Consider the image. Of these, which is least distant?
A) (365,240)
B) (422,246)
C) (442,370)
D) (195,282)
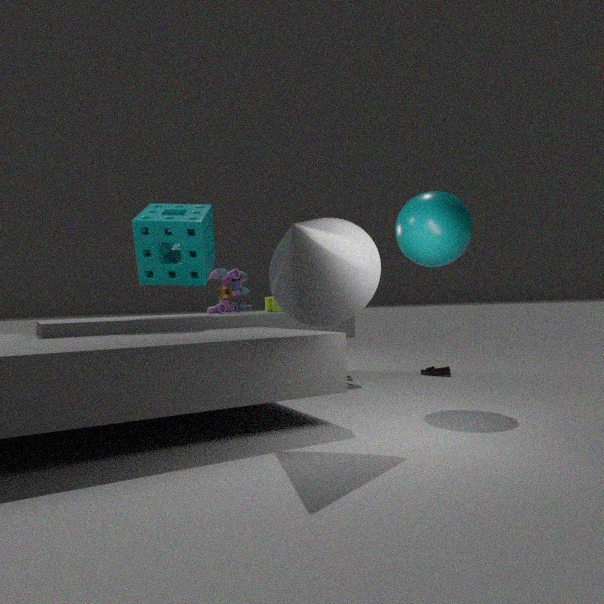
(365,240)
